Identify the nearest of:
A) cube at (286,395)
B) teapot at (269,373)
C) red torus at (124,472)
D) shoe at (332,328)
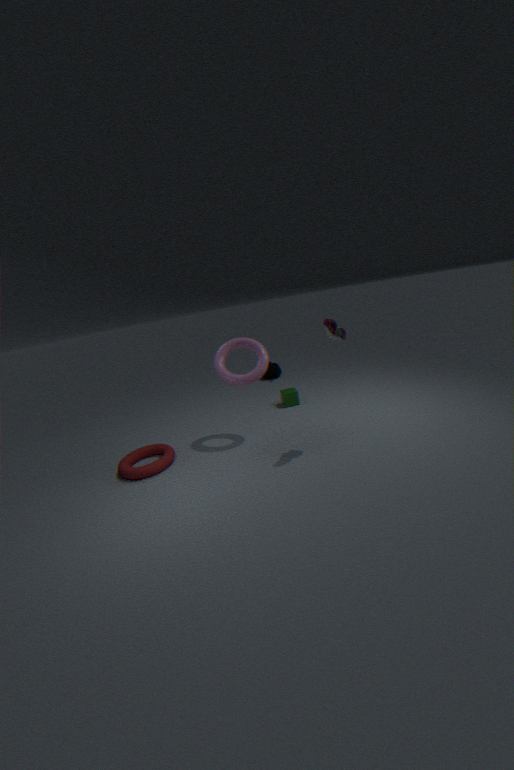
shoe at (332,328)
